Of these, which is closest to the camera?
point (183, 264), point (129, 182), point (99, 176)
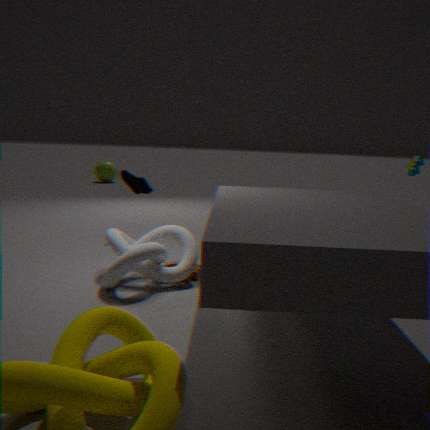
point (183, 264)
